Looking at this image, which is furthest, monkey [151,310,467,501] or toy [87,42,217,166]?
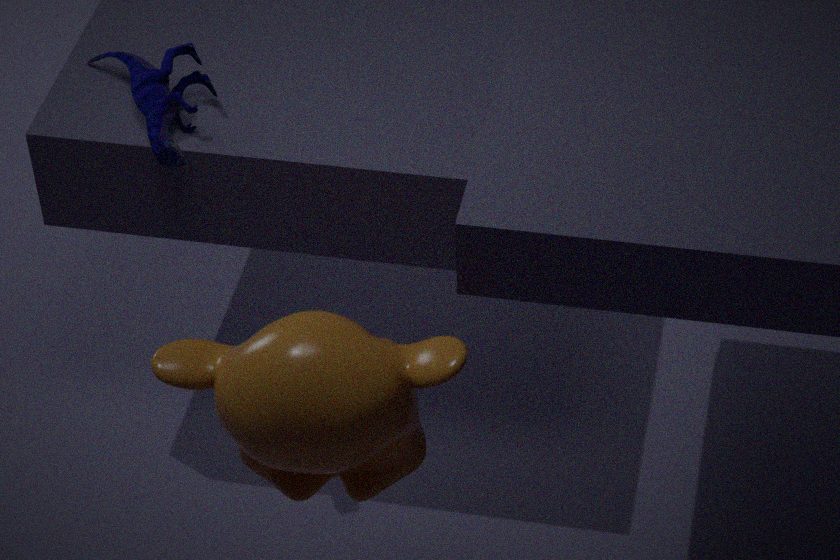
toy [87,42,217,166]
